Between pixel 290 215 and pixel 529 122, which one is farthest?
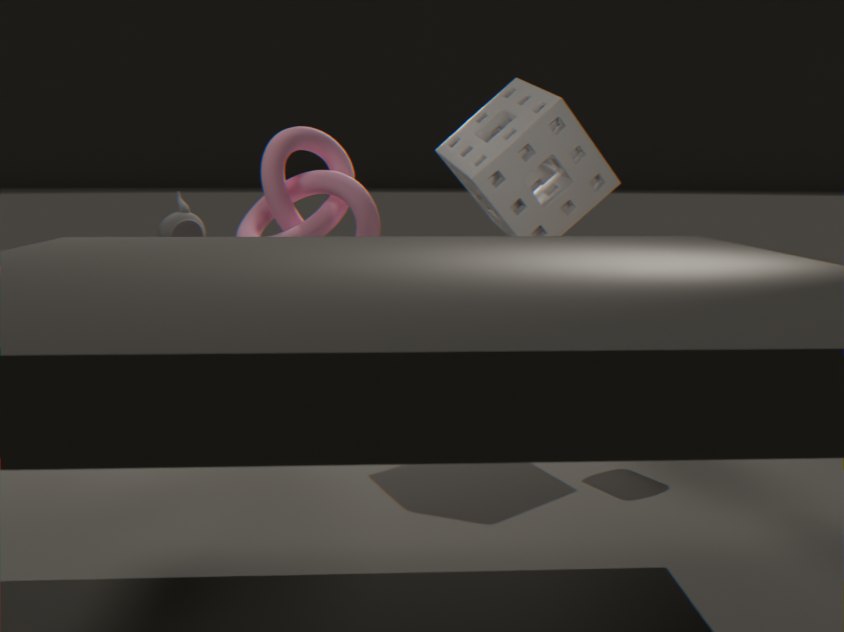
pixel 290 215
